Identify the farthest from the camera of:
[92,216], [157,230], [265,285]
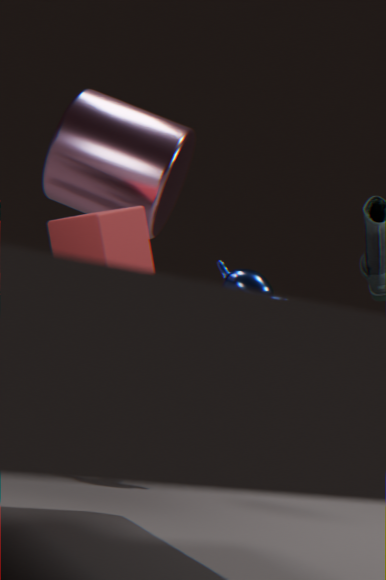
[157,230]
